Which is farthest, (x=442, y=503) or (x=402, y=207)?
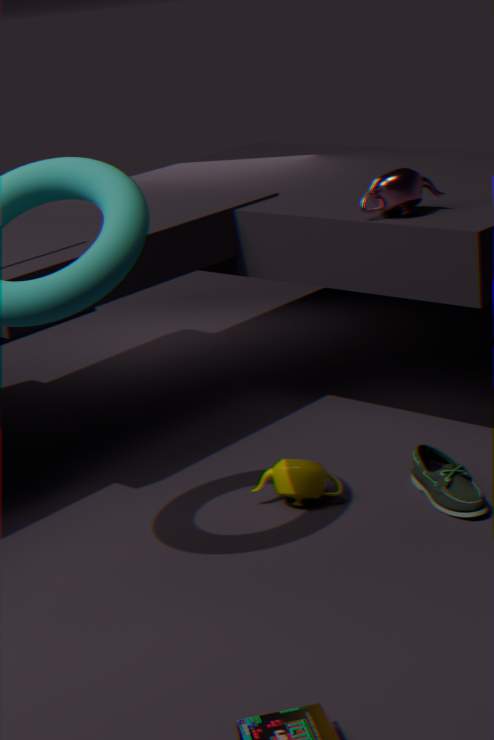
(x=402, y=207)
